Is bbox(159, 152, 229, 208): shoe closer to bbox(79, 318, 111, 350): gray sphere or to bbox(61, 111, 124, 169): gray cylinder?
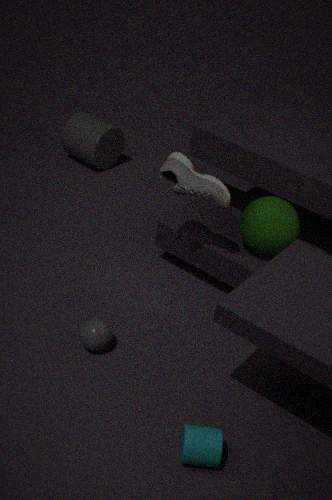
bbox(79, 318, 111, 350): gray sphere
